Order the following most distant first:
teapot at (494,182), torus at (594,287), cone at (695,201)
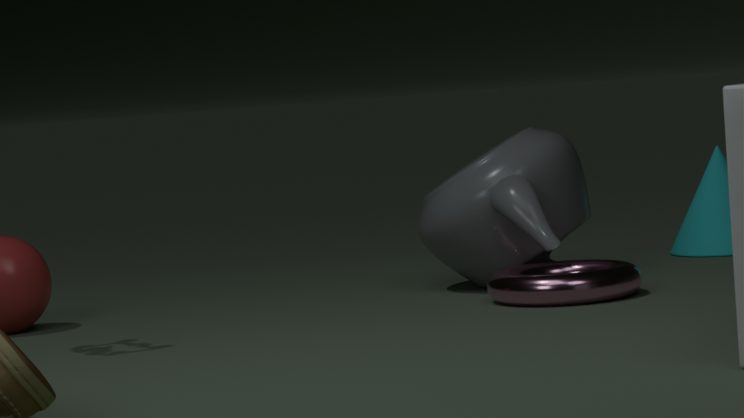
cone at (695,201) → teapot at (494,182) → torus at (594,287)
